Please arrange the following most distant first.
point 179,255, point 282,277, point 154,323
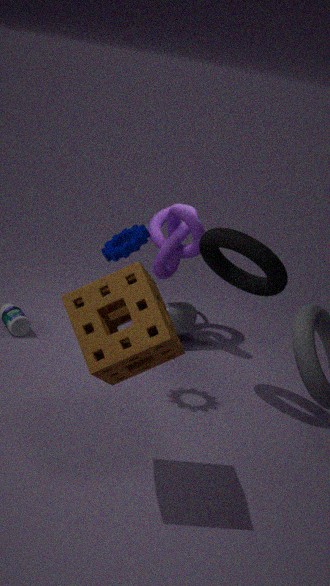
1. point 179,255
2. point 282,277
3. point 154,323
